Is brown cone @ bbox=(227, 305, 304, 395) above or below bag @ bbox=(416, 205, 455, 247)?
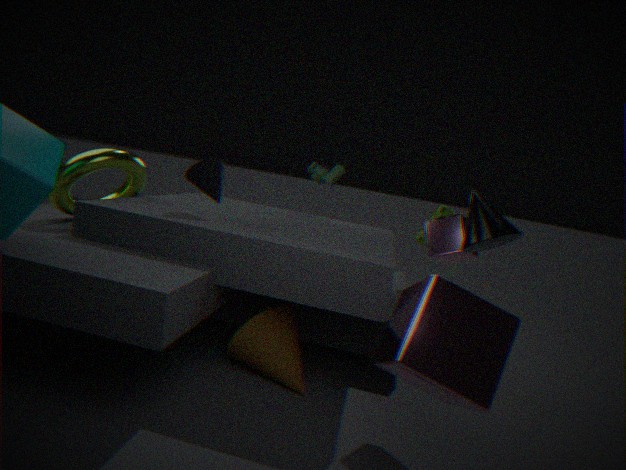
below
